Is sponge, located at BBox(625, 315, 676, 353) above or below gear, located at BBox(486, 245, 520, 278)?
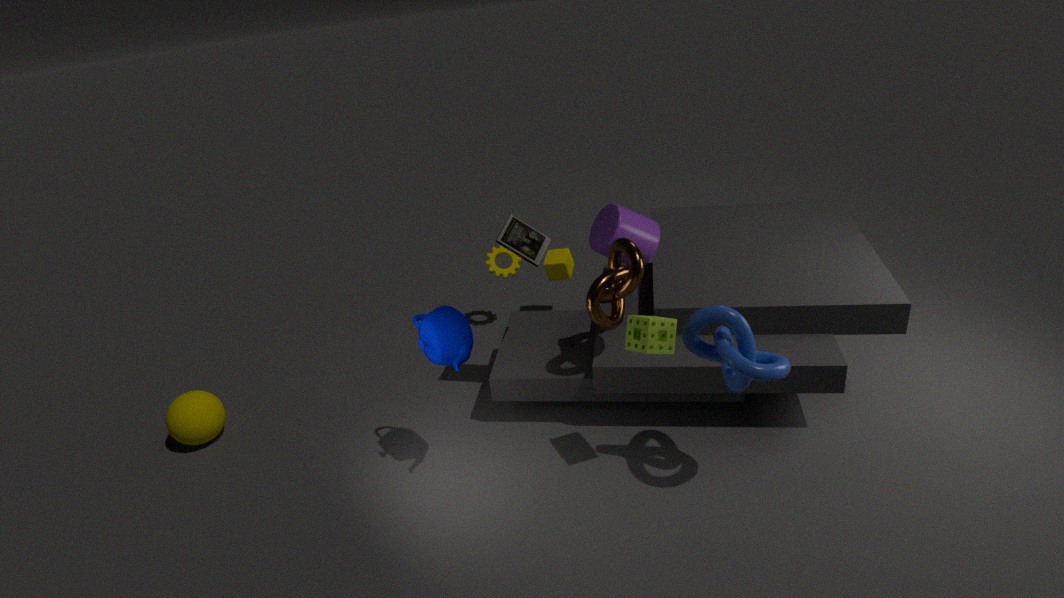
above
